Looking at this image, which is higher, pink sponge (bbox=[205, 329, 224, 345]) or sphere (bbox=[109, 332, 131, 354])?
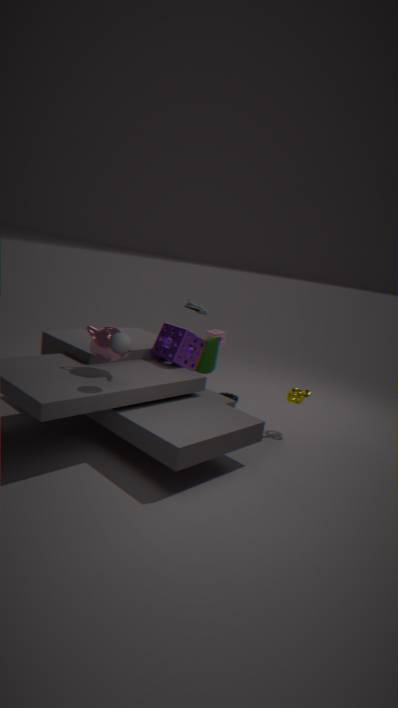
sphere (bbox=[109, 332, 131, 354])
